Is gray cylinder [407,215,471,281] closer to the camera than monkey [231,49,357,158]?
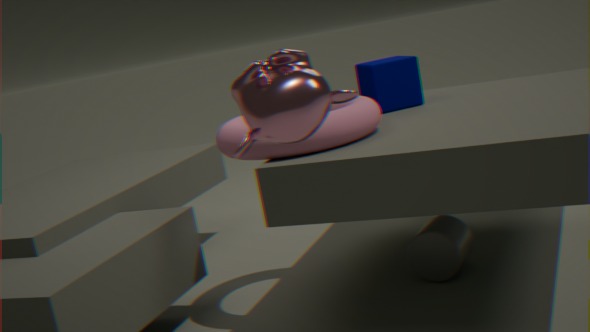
No
